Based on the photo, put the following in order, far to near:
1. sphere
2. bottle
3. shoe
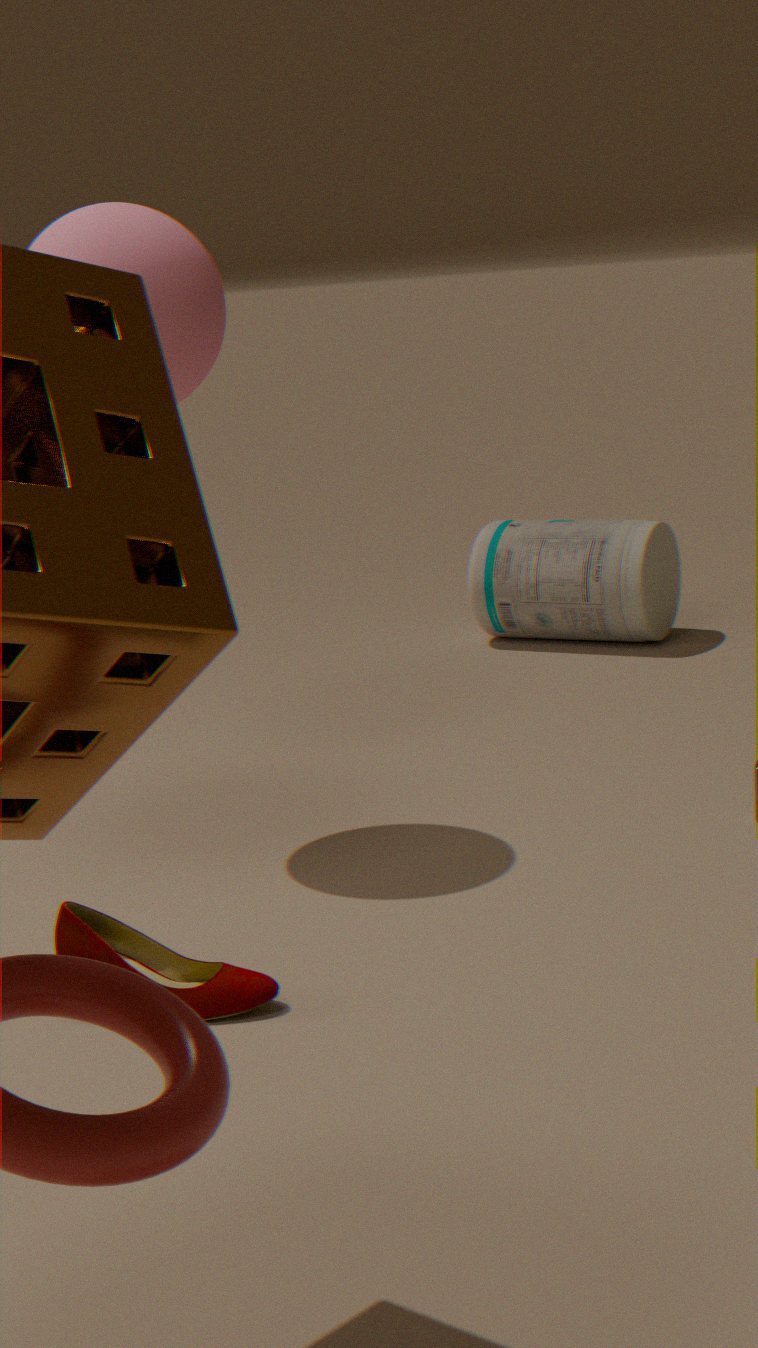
1. bottle
2. sphere
3. shoe
